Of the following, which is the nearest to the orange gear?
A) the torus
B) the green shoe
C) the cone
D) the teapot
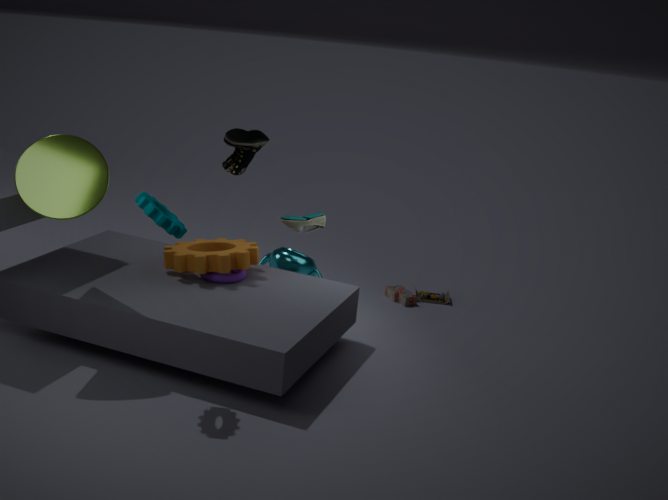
the torus
